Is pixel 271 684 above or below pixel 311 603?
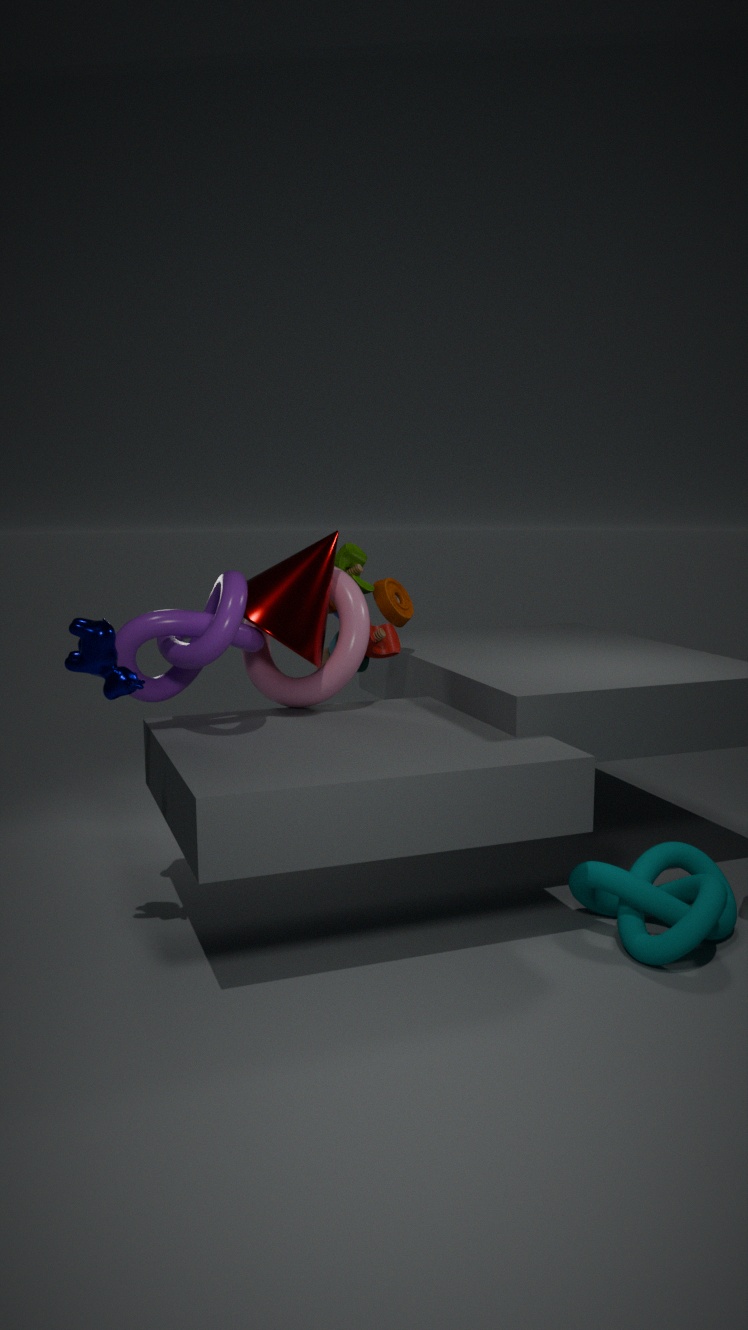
below
